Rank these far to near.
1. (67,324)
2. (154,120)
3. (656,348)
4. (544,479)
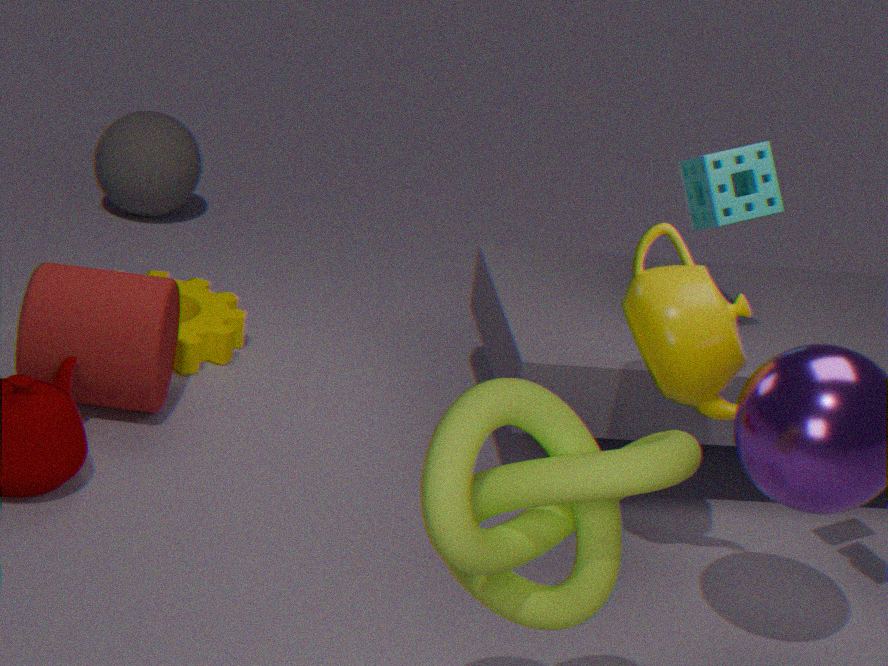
(154,120)
(67,324)
(656,348)
(544,479)
